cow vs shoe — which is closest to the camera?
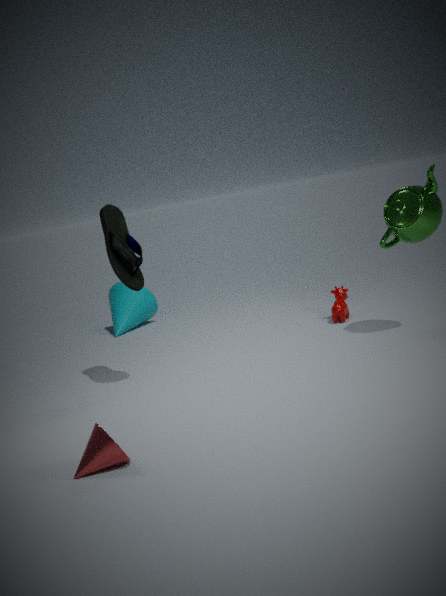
shoe
